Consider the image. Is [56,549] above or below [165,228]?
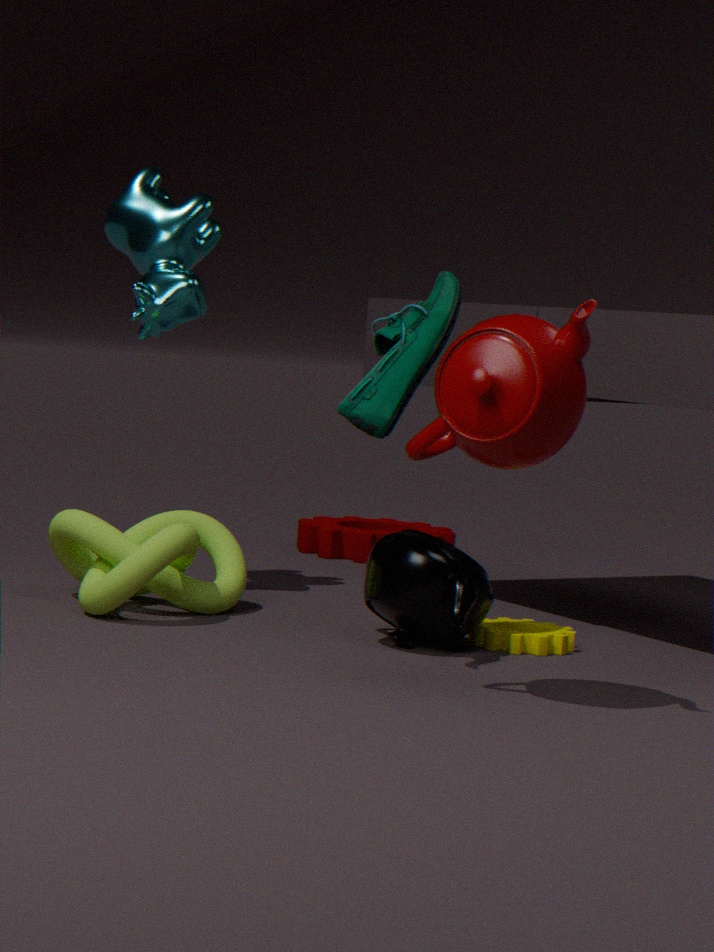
below
